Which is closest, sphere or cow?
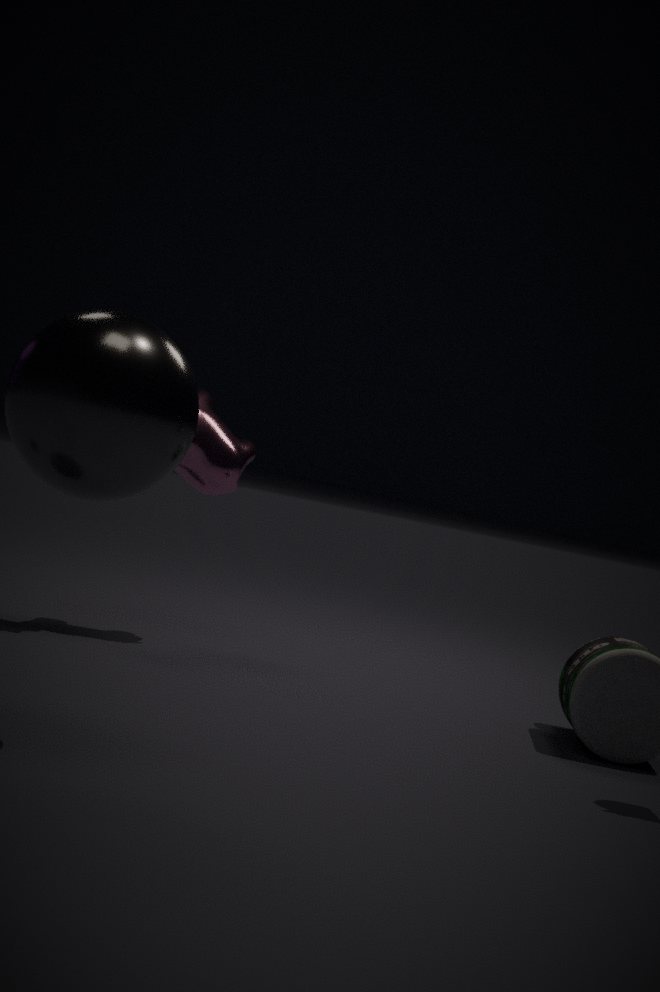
sphere
